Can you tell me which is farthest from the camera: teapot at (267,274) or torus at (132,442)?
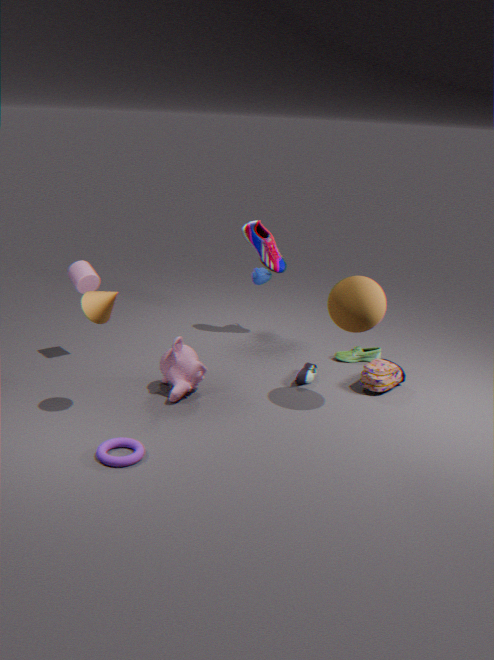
teapot at (267,274)
